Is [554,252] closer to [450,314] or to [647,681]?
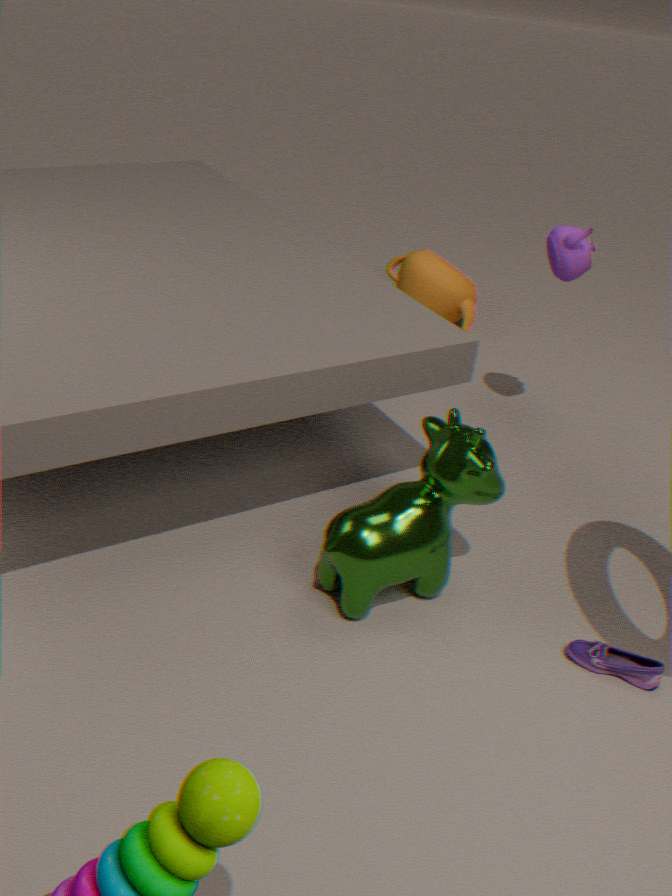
[450,314]
